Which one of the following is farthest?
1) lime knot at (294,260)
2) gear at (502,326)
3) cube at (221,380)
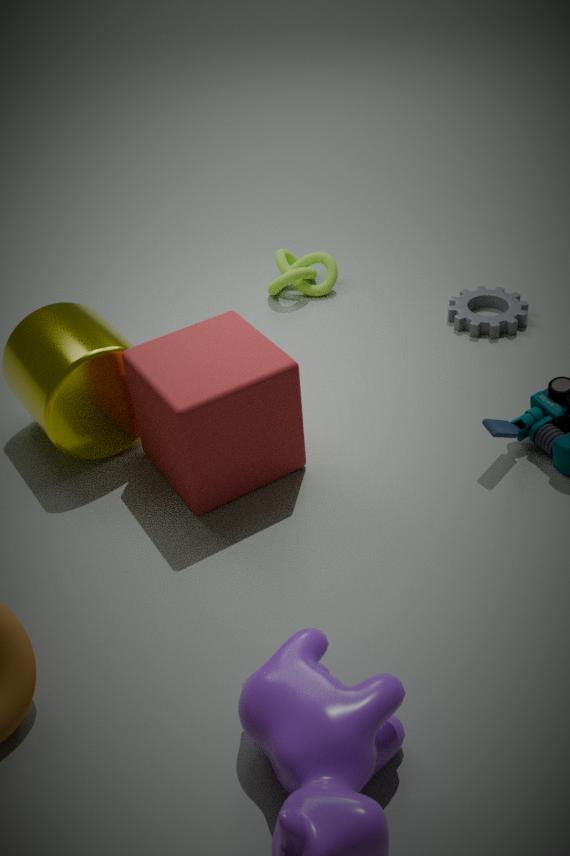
1. lime knot at (294,260)
